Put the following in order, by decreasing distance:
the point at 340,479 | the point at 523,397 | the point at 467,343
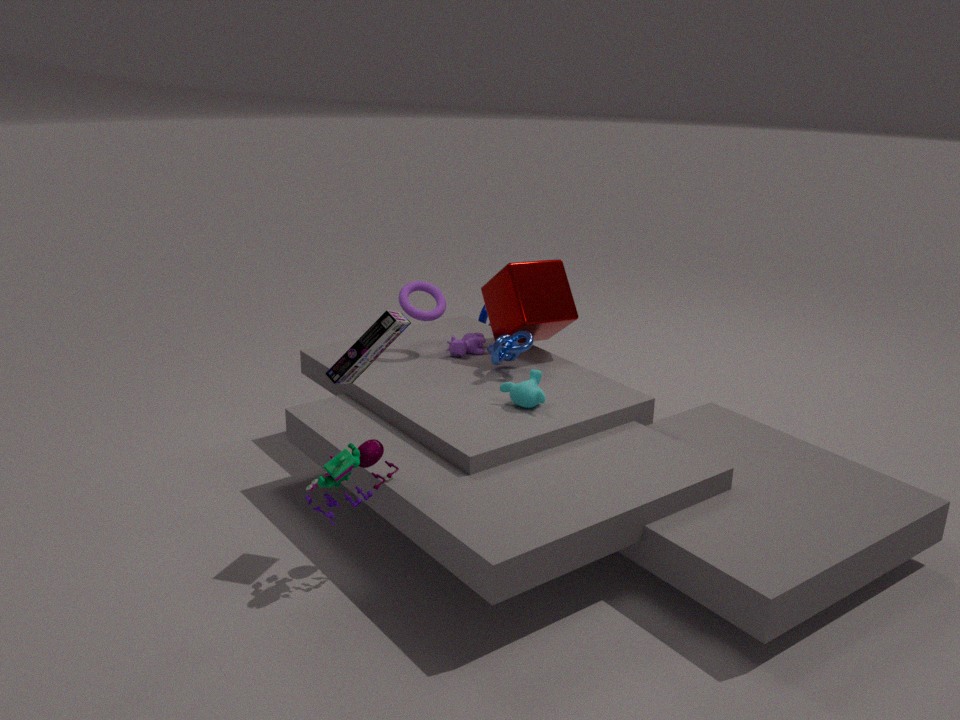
the point at 467,343 < the point at 523,397 < the point at 340,479
